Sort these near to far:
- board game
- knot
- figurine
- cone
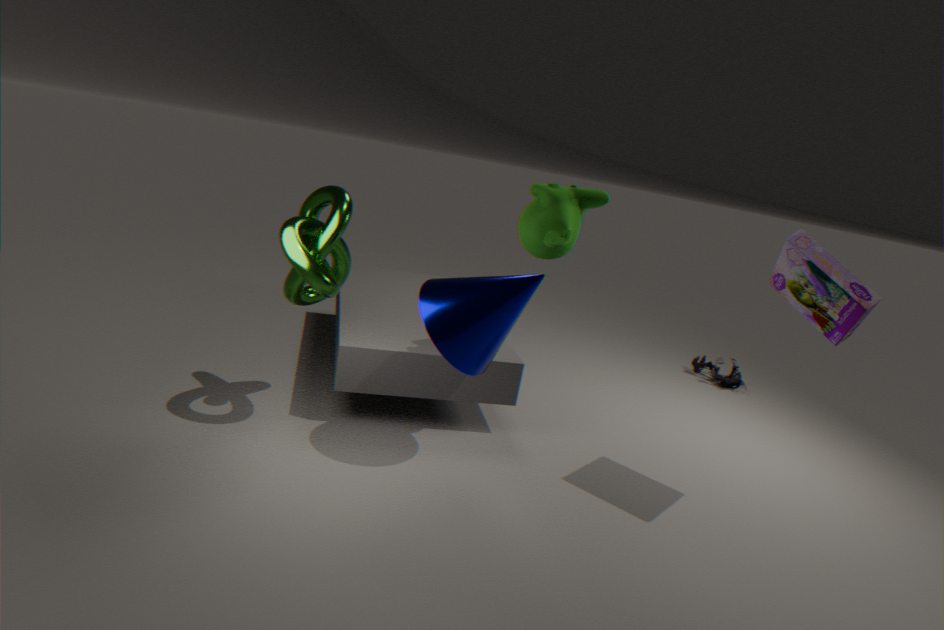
board game, cone, knot, figurine
